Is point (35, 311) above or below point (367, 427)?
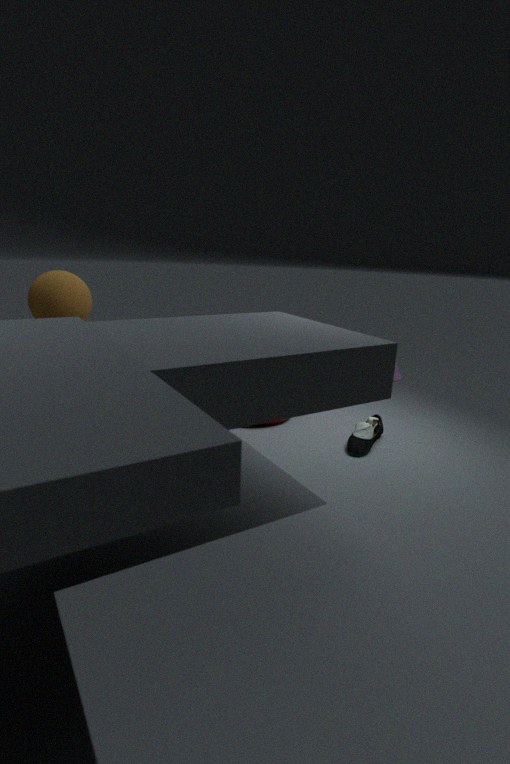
above
